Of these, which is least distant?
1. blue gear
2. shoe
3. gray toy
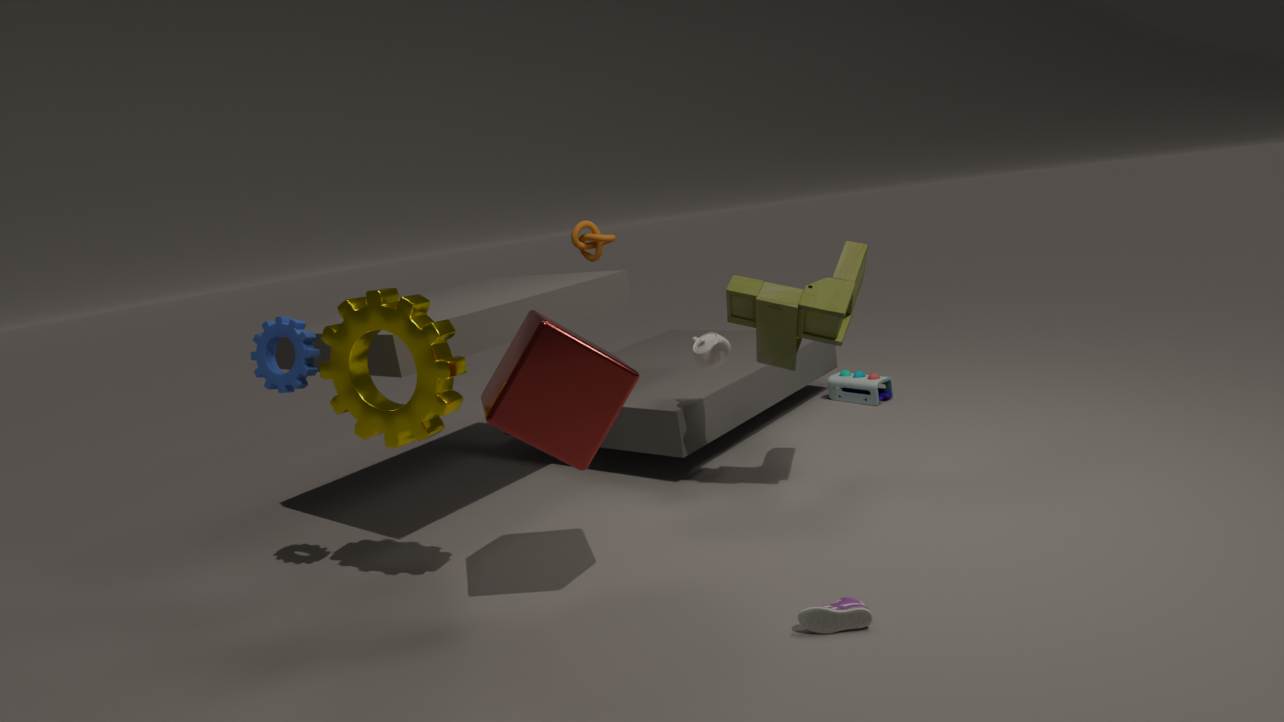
shoe
